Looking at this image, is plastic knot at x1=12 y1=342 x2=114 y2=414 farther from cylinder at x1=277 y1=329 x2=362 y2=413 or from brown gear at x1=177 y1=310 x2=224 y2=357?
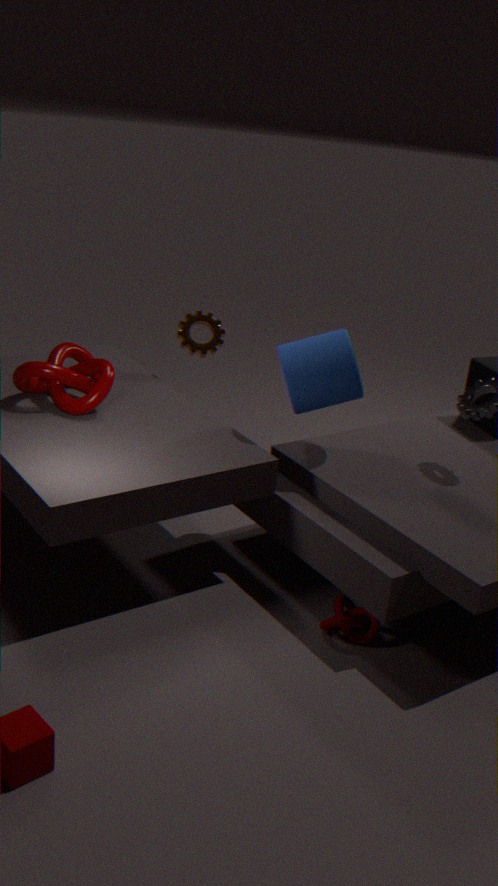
cylinder at x1=277 y1=329 x2=362 y2=413
